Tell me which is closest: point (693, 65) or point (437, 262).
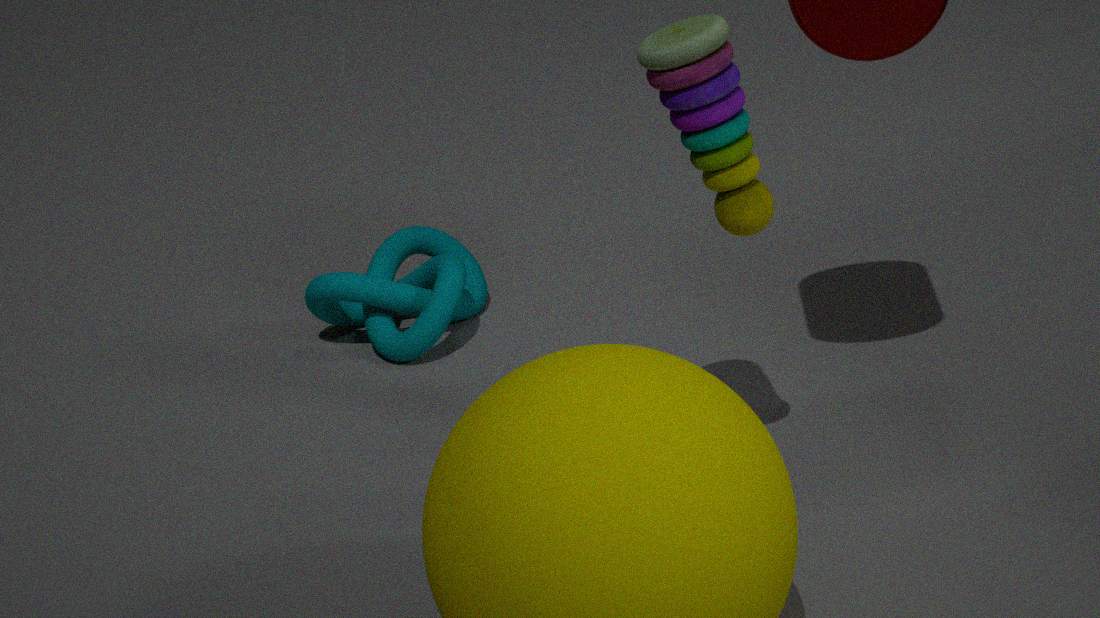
point (693, 65)
